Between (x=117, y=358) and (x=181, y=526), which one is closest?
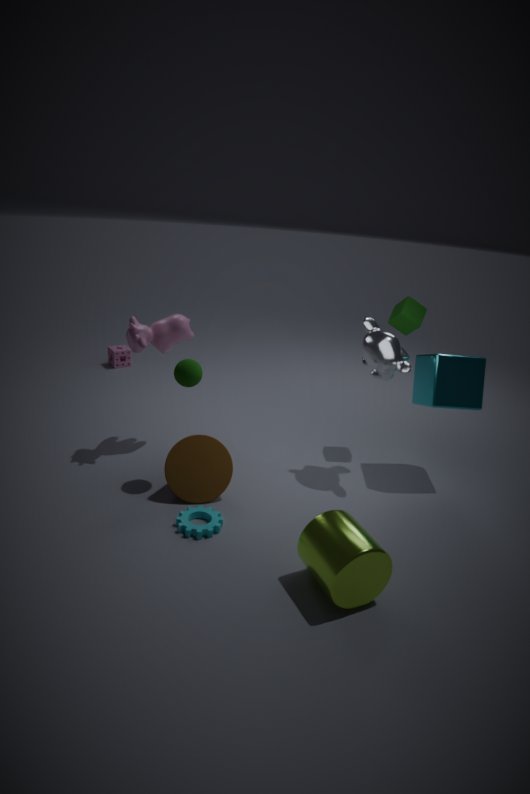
(x=181, y=526)
